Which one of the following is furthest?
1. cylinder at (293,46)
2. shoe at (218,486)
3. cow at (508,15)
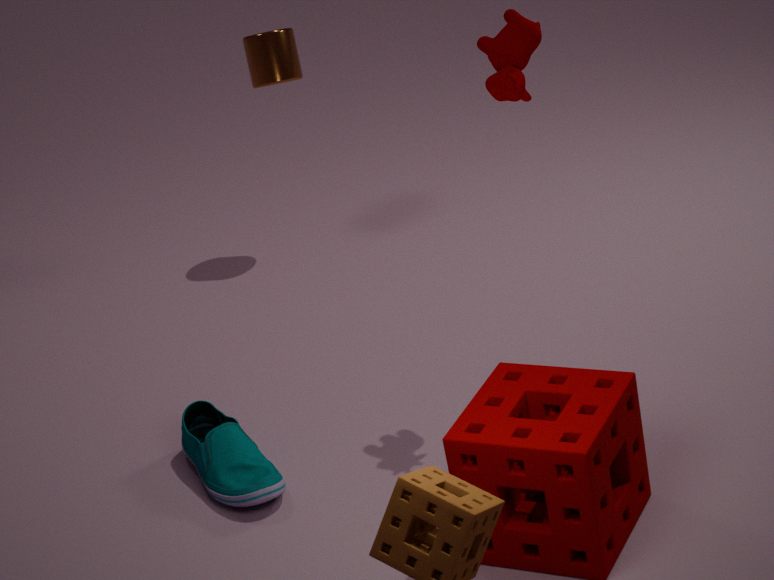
cylinder at (293,46)
